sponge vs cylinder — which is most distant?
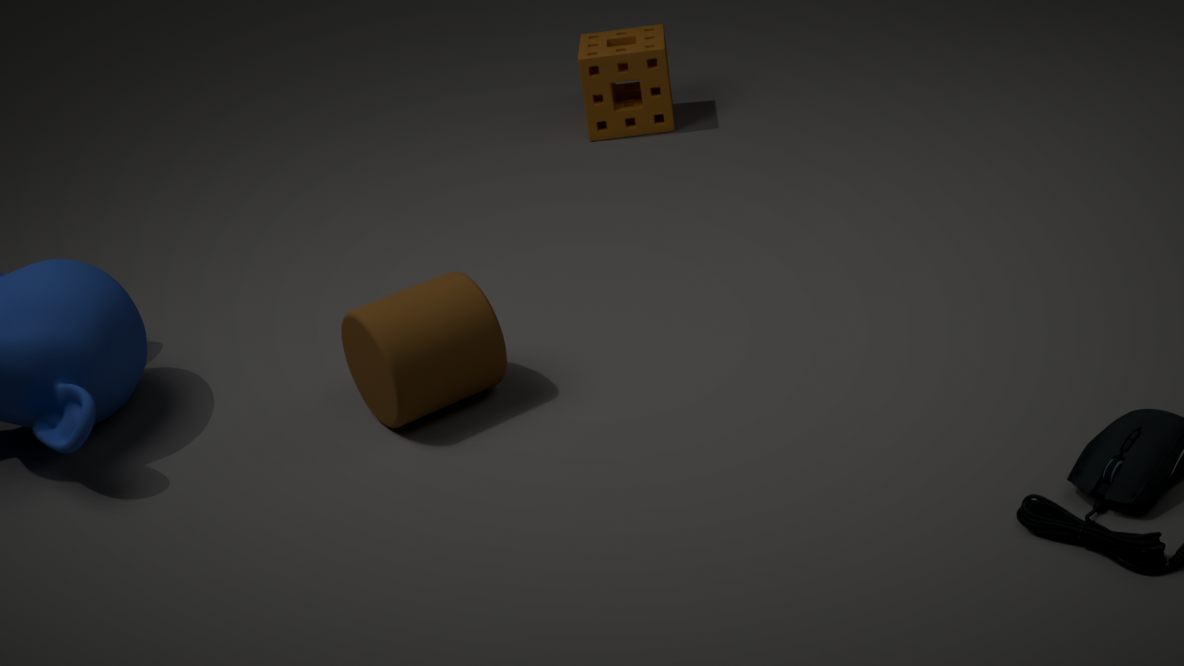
sponge
